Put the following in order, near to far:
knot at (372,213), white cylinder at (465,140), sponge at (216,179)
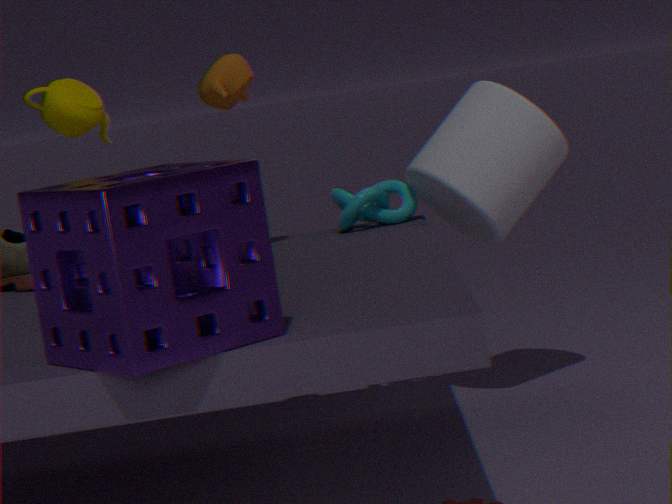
1. sponge at (216,179)
2. white cylinder at (465,140)
3. knot at (372,213)
